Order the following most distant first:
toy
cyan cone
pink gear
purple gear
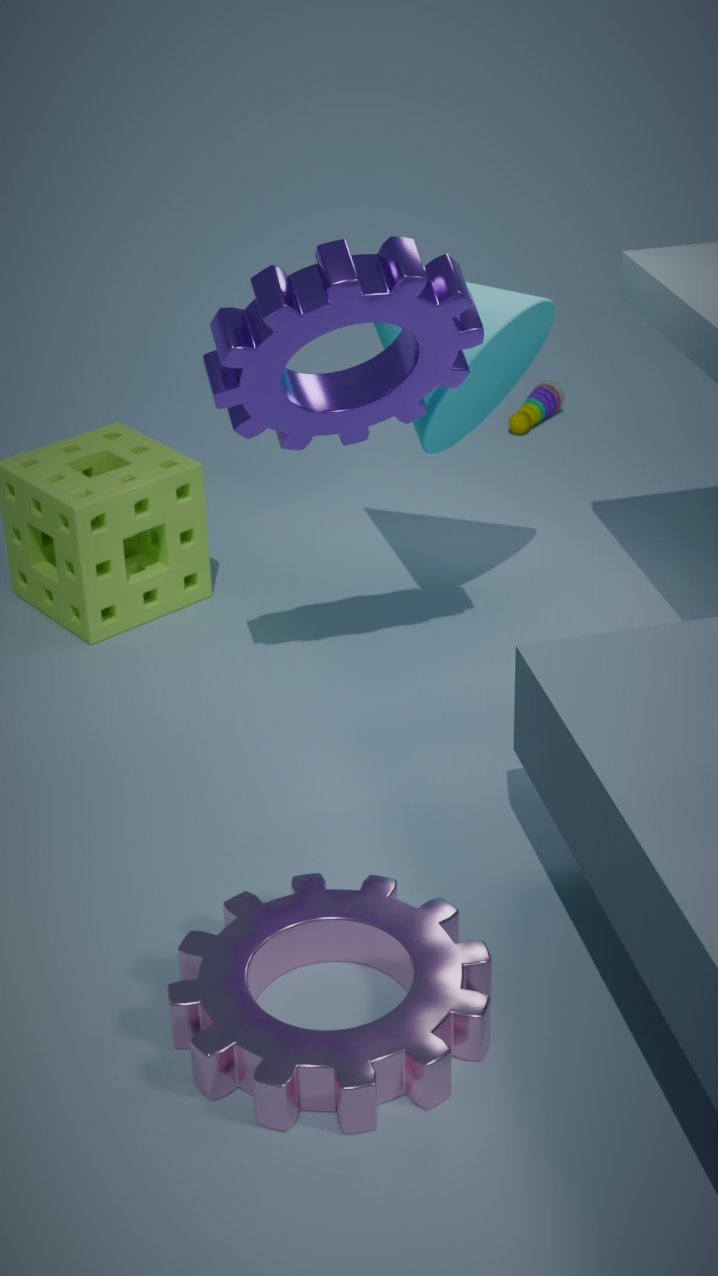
toy → cyan cone → purple gear → pink gear
